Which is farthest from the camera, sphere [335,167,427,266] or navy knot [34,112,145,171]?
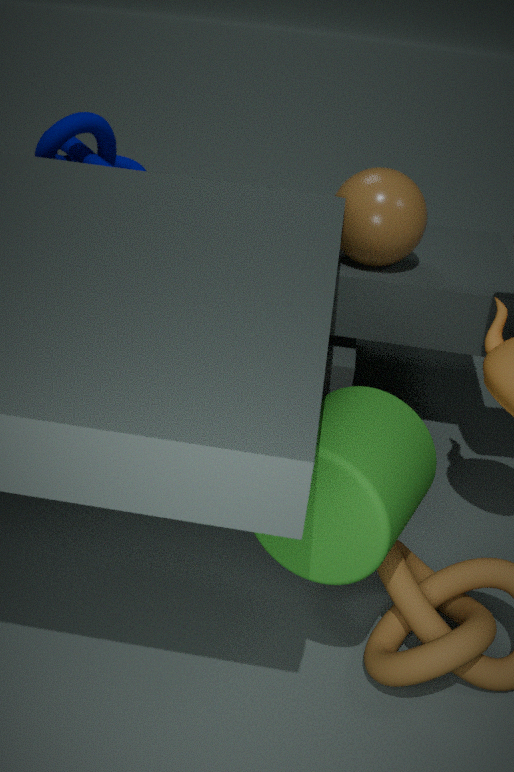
navy knot [34,112,145,171]
